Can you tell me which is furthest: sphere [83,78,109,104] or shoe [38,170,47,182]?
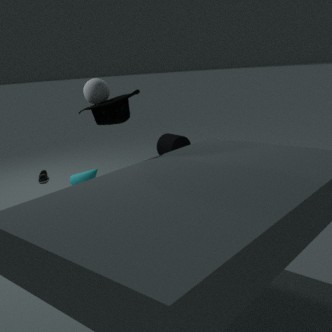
shoe [38,170,47,182]
